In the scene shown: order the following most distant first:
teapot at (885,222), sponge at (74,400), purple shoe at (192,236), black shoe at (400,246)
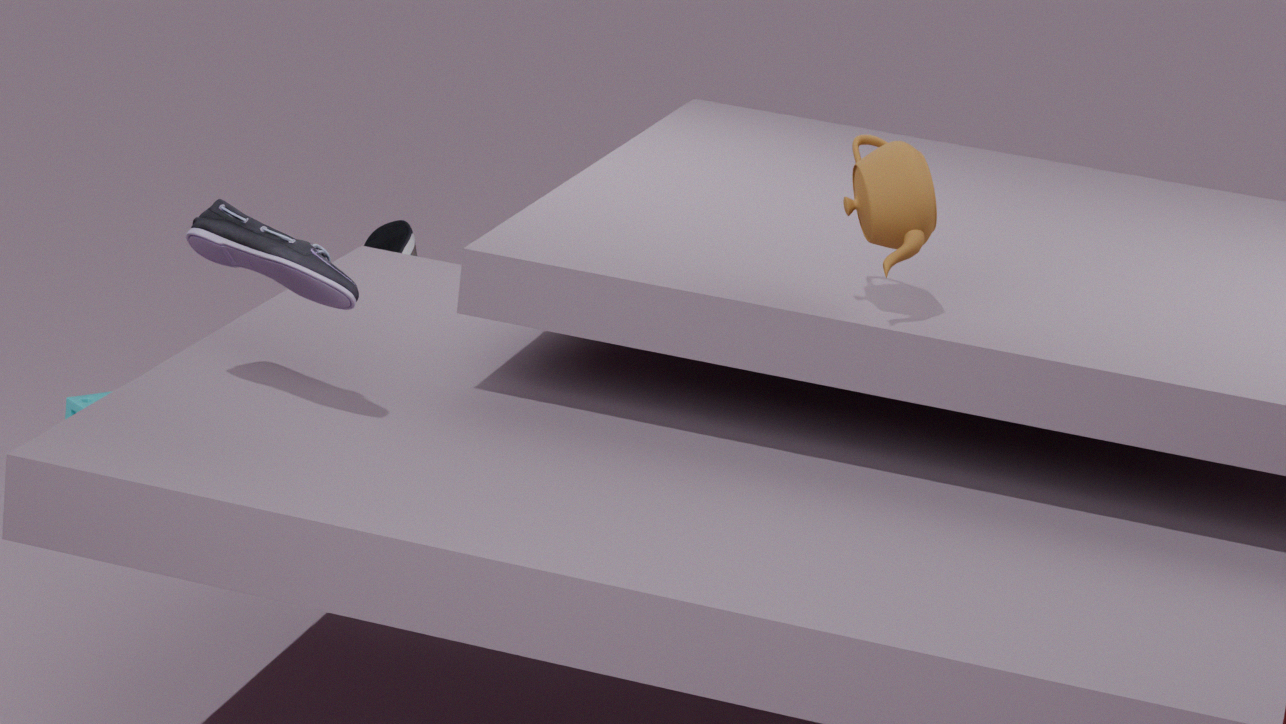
sponge at (74,400)
black shoe at (400,246)
teapot at (885,222)
purple shoe at (192,236)
